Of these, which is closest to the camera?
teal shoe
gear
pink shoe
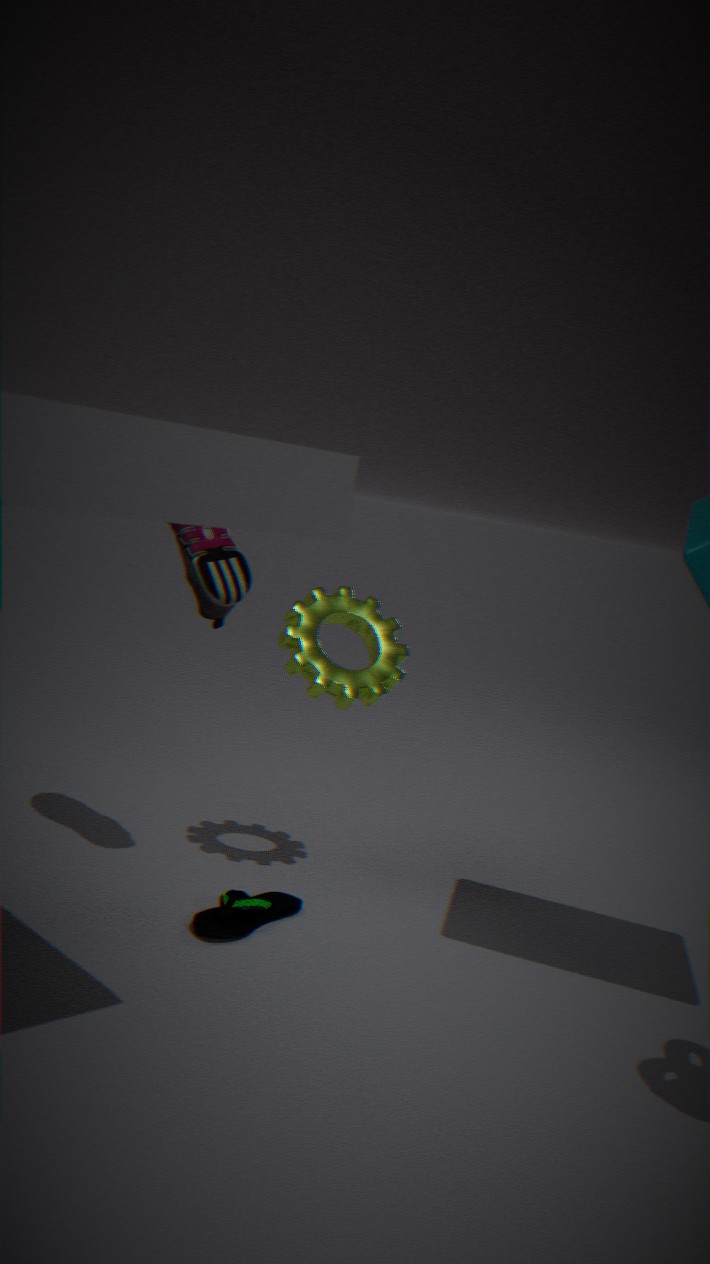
teal shoe
